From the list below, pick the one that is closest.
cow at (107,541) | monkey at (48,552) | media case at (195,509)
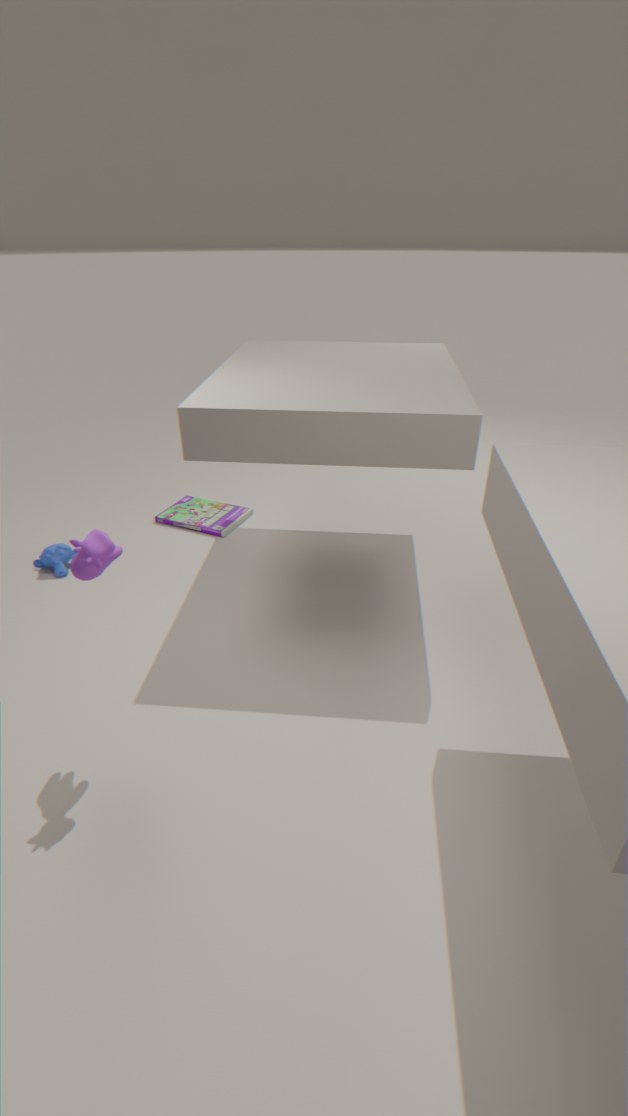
cow at (107,541)
